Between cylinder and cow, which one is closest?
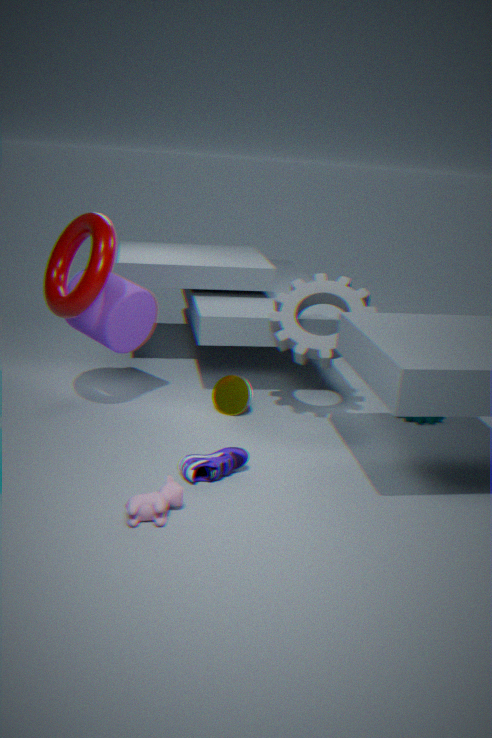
cow
